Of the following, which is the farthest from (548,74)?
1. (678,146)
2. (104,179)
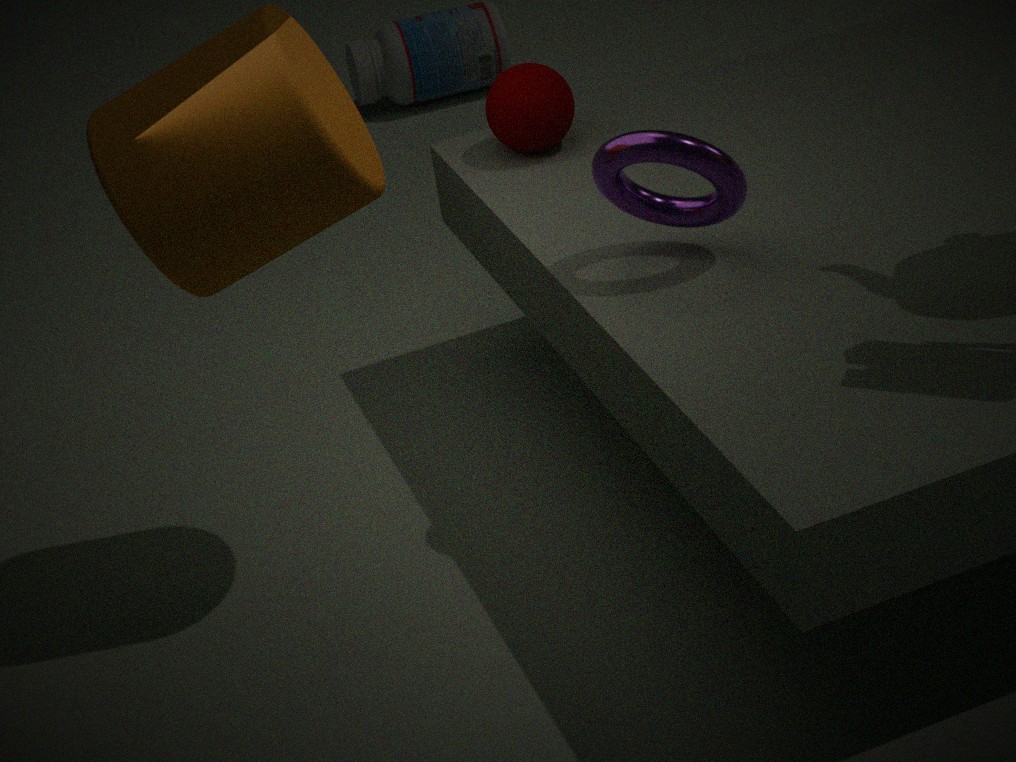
(104,179)
